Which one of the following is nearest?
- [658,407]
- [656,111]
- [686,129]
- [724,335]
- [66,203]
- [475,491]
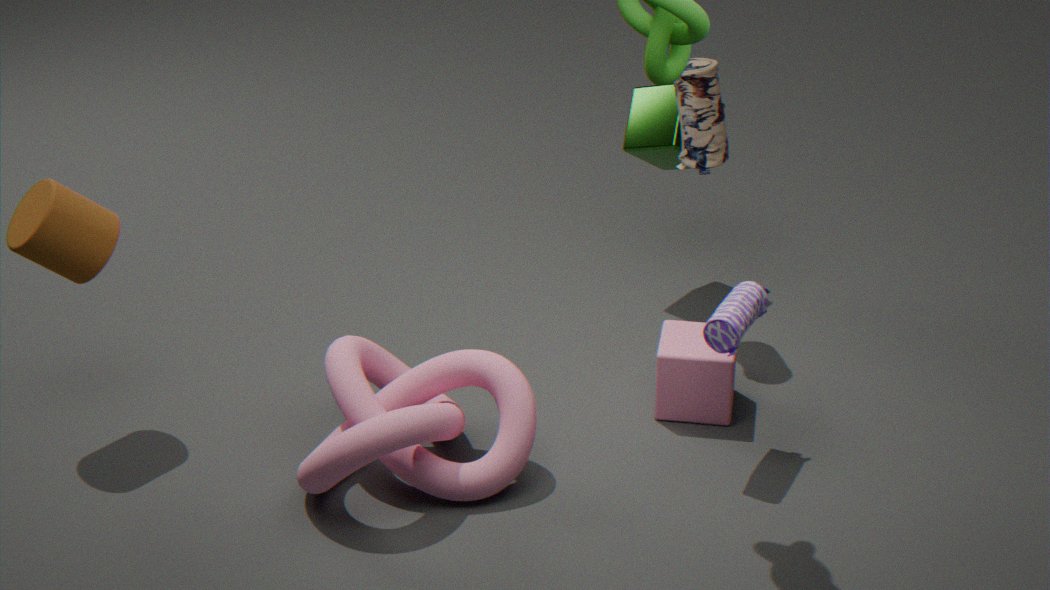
[724,335]
